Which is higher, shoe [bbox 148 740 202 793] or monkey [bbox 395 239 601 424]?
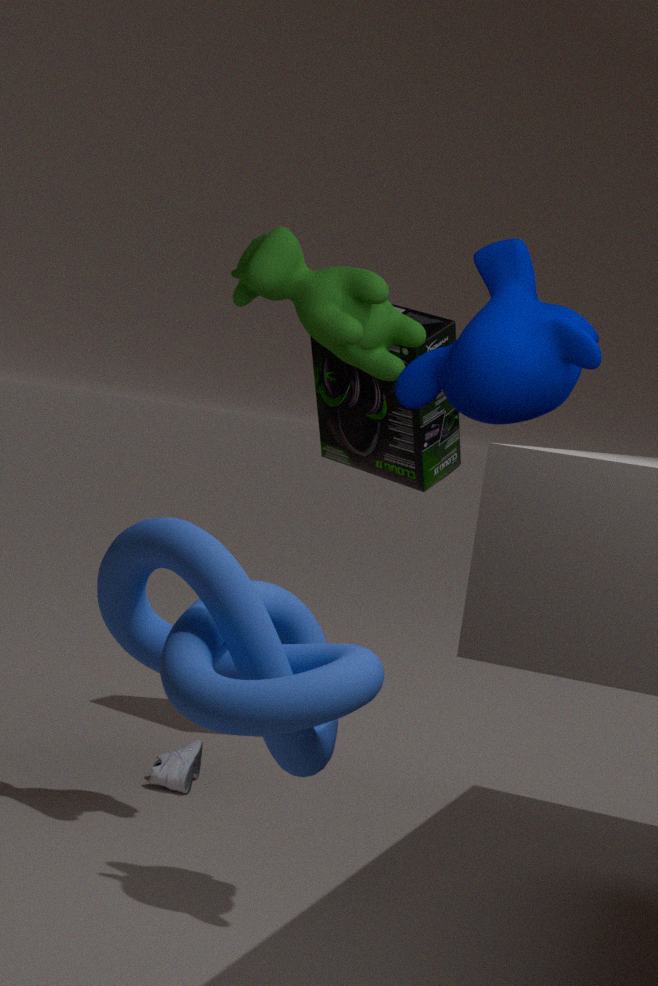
monkey [bbox 395 239 601 424]
